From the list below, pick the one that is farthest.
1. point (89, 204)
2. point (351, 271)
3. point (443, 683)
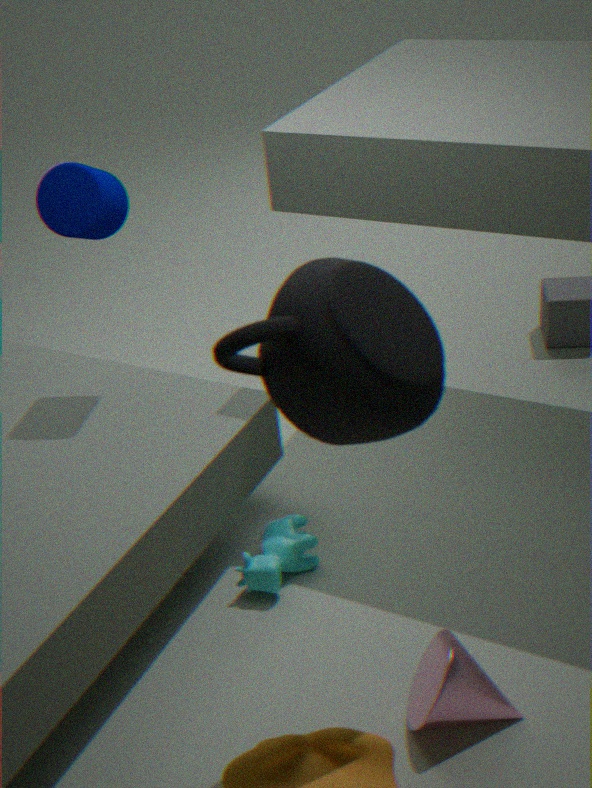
point (89, 204)
